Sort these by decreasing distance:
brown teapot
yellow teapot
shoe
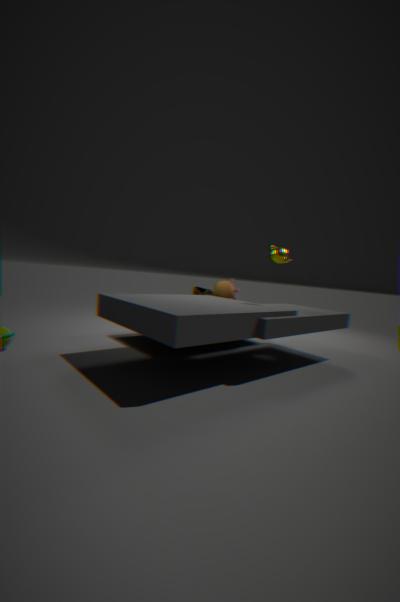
shoe < brown teapot < yellow teapot
